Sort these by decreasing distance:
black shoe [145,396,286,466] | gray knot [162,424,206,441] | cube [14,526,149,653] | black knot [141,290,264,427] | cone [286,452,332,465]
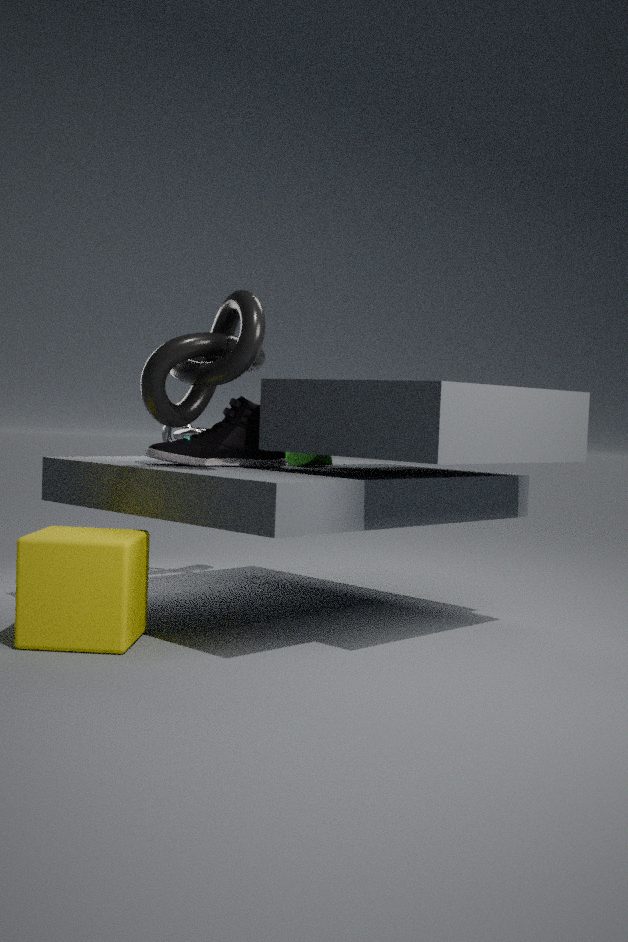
gray knot [162,424,206,441], cone [286,452,332,465], black shoe [145,396,286,466], black knot [141,290,264,427], cube [14,526,149,653]
